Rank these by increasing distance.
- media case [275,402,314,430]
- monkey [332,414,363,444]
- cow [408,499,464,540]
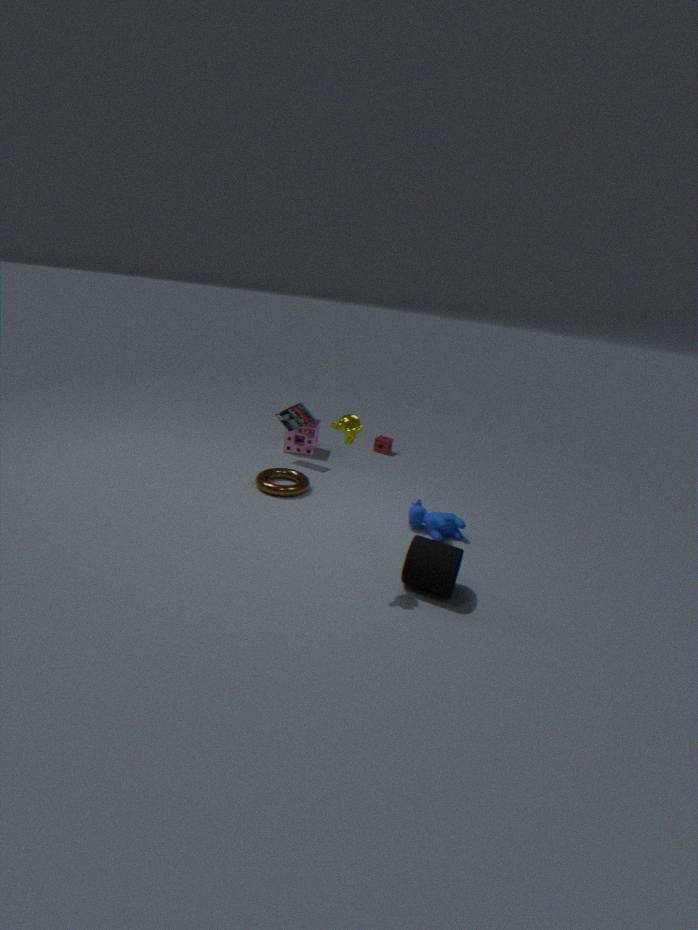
monkey [332,414,363,444] < cow [408,499,464,540] < media case [275,402,314,430]
